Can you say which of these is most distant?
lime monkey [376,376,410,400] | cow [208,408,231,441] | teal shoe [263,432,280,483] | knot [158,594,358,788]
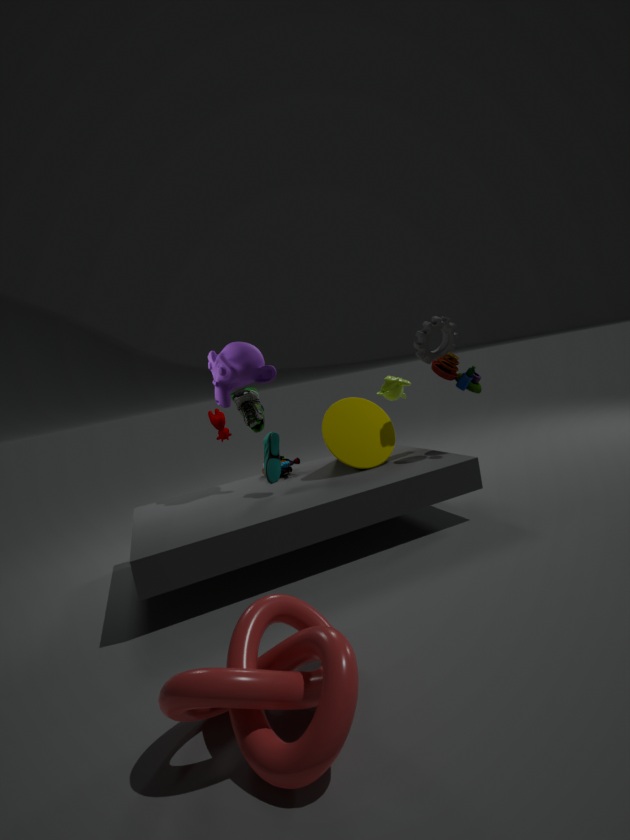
cow [208,408,231,441]
